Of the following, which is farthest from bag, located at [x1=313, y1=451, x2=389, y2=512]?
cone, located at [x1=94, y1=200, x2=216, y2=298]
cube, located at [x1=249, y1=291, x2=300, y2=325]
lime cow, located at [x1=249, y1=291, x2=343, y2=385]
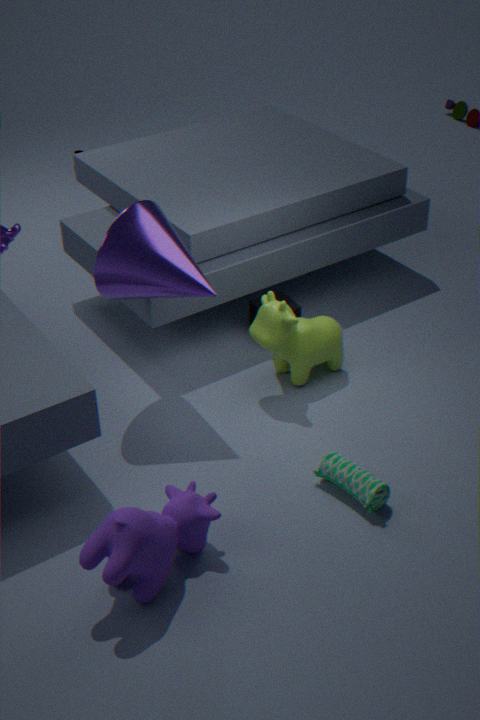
cube, located at [x1=249, y1=291, x2=300, y2=325]
